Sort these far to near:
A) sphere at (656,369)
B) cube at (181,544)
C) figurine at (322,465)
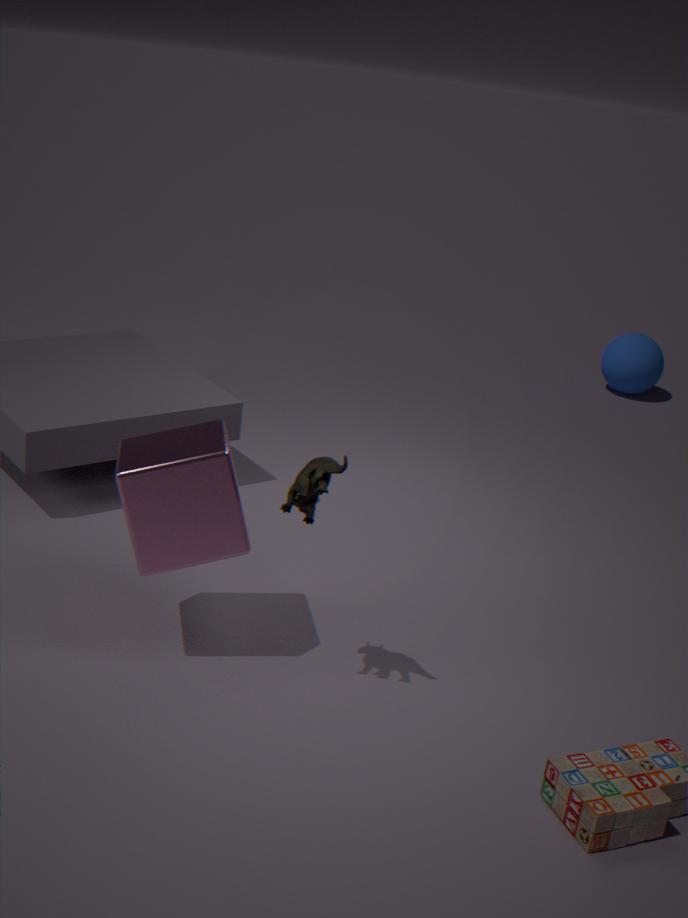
1. sphere at (656,369)
2. cube at (181,544)
3. figurine at (322,465)
